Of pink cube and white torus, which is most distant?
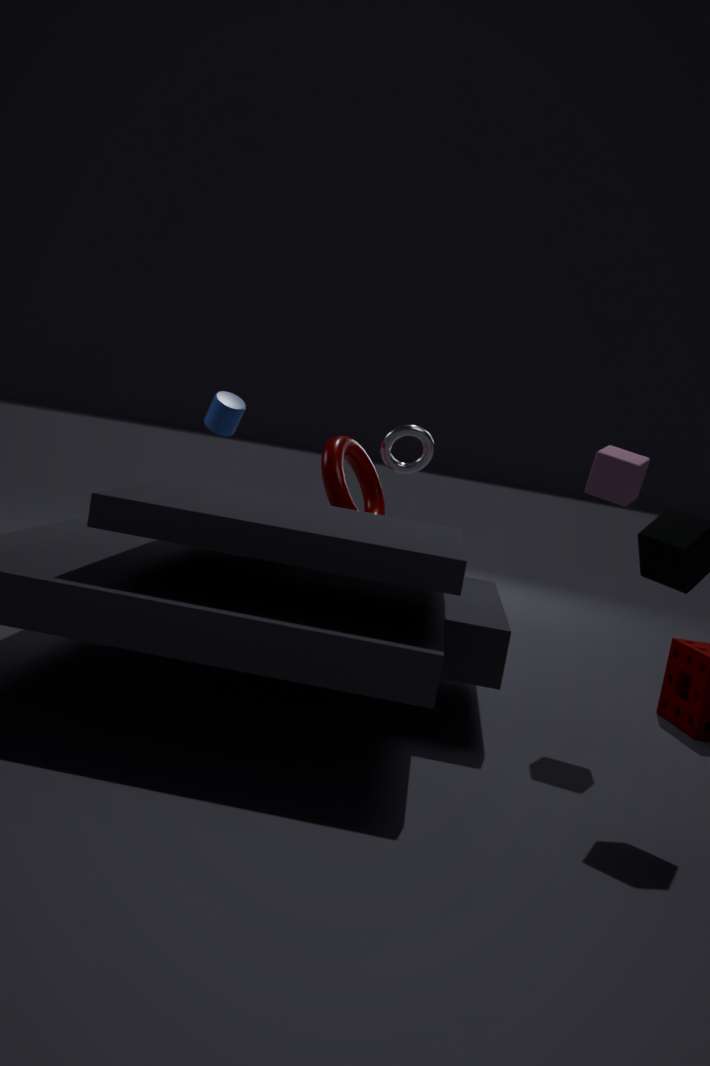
white torus
